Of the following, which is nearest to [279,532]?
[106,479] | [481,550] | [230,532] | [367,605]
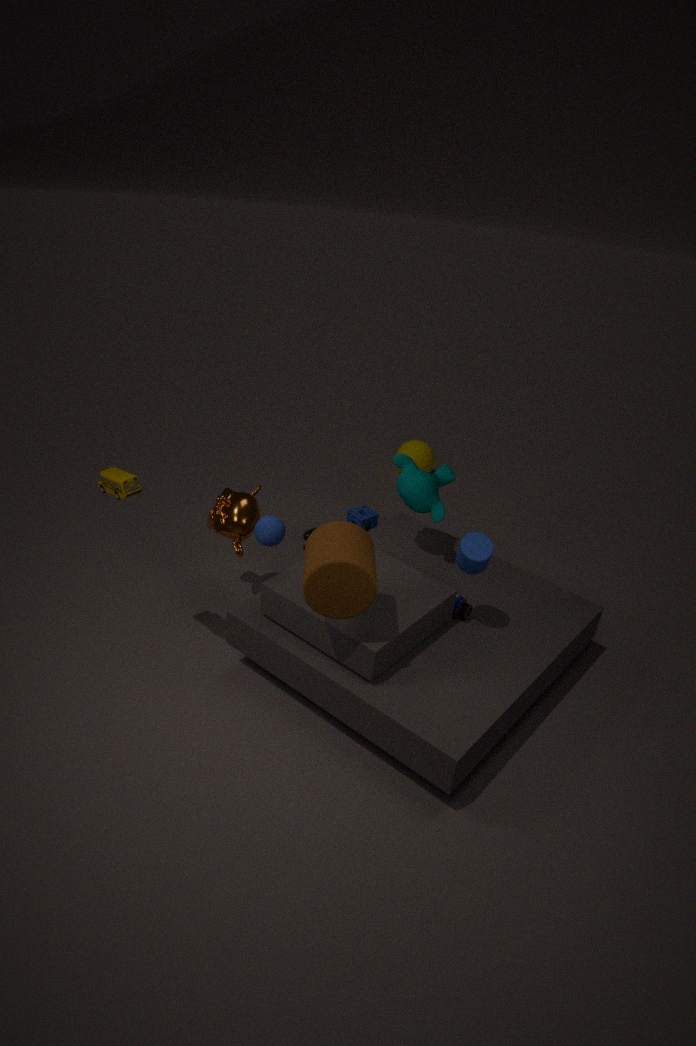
[230,532]
